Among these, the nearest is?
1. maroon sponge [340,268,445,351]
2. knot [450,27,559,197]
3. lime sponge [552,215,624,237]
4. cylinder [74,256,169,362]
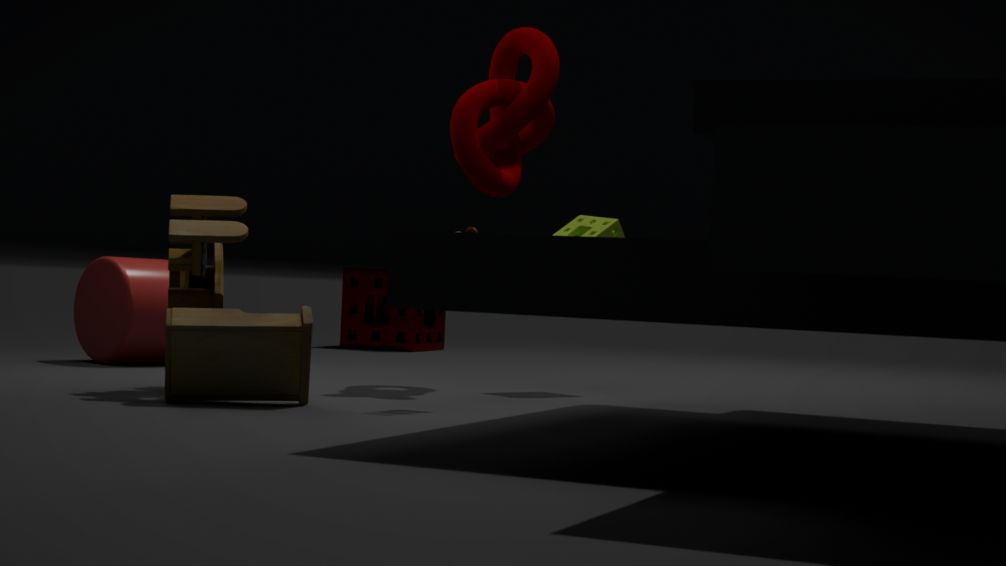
knot [450,27,559,197]
